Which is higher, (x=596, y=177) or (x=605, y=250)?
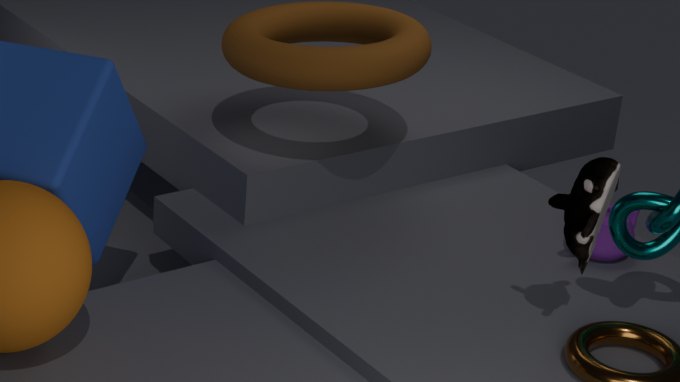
(x=596, y=177)
